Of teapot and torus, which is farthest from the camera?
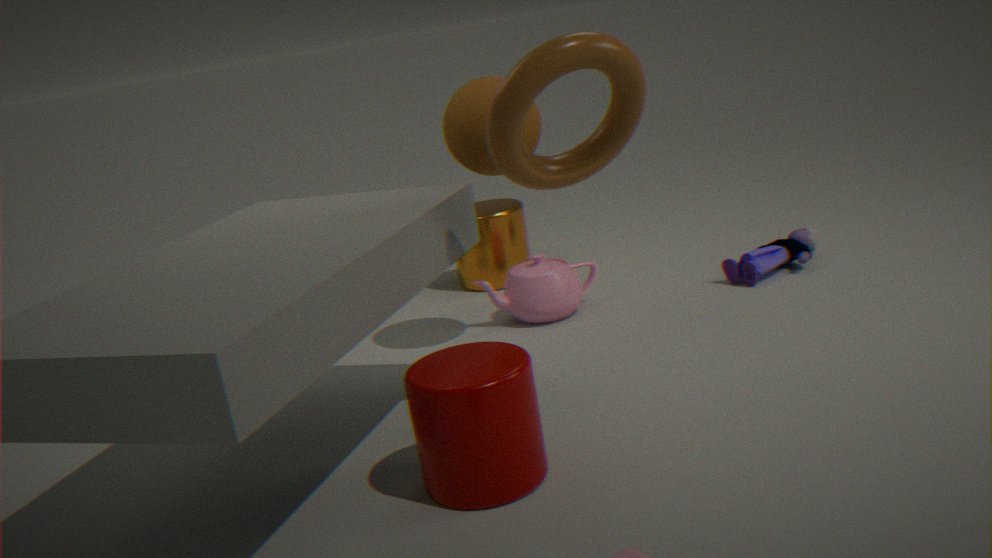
teapot
